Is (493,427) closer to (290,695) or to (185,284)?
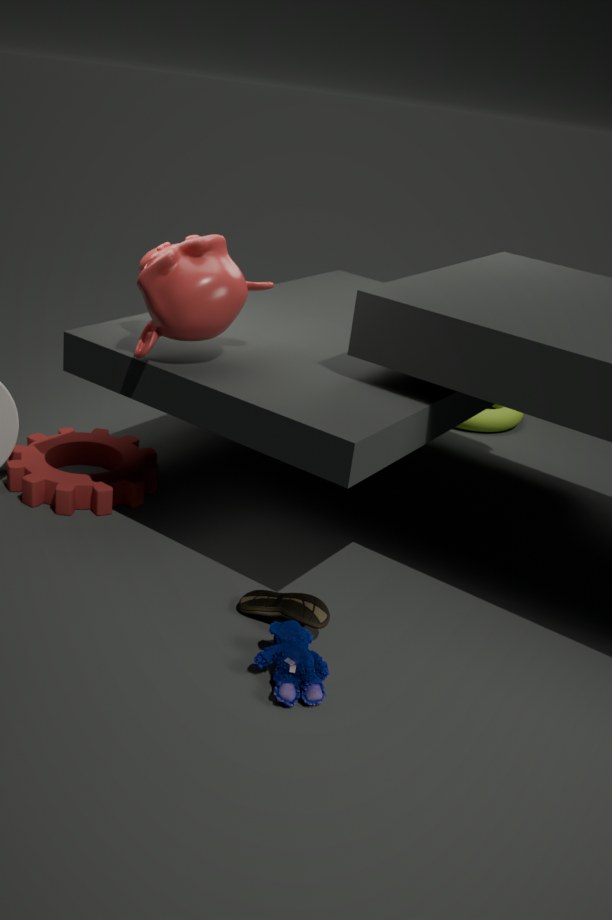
(185,284)
